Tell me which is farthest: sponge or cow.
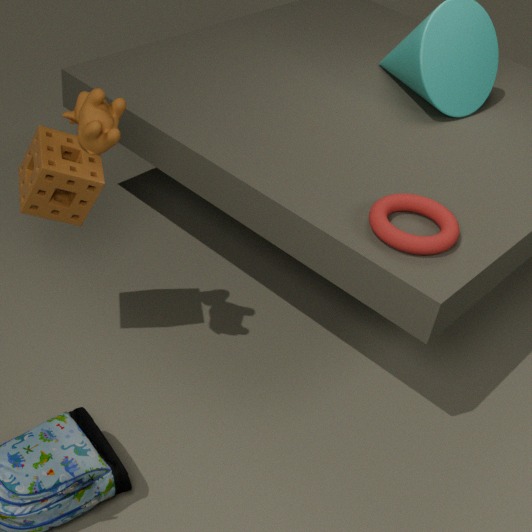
sponge
